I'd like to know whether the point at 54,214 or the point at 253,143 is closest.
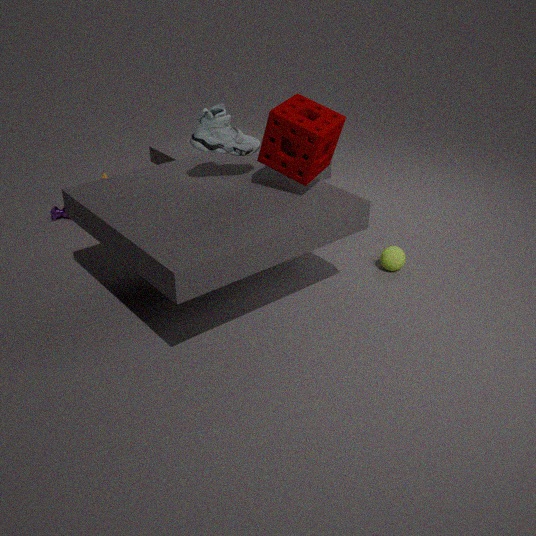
the point at 253,143
